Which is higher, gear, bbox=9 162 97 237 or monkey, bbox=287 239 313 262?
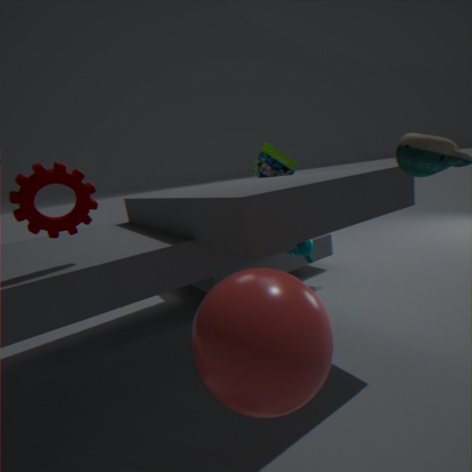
gear, bbox=9 162 97 237
